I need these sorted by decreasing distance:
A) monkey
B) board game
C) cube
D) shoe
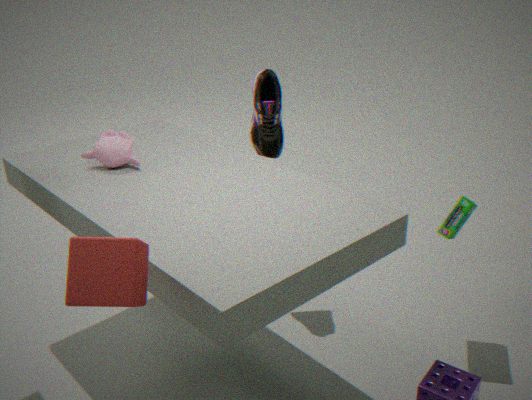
1. shoe
2. monkey
3. board game
4. cube
